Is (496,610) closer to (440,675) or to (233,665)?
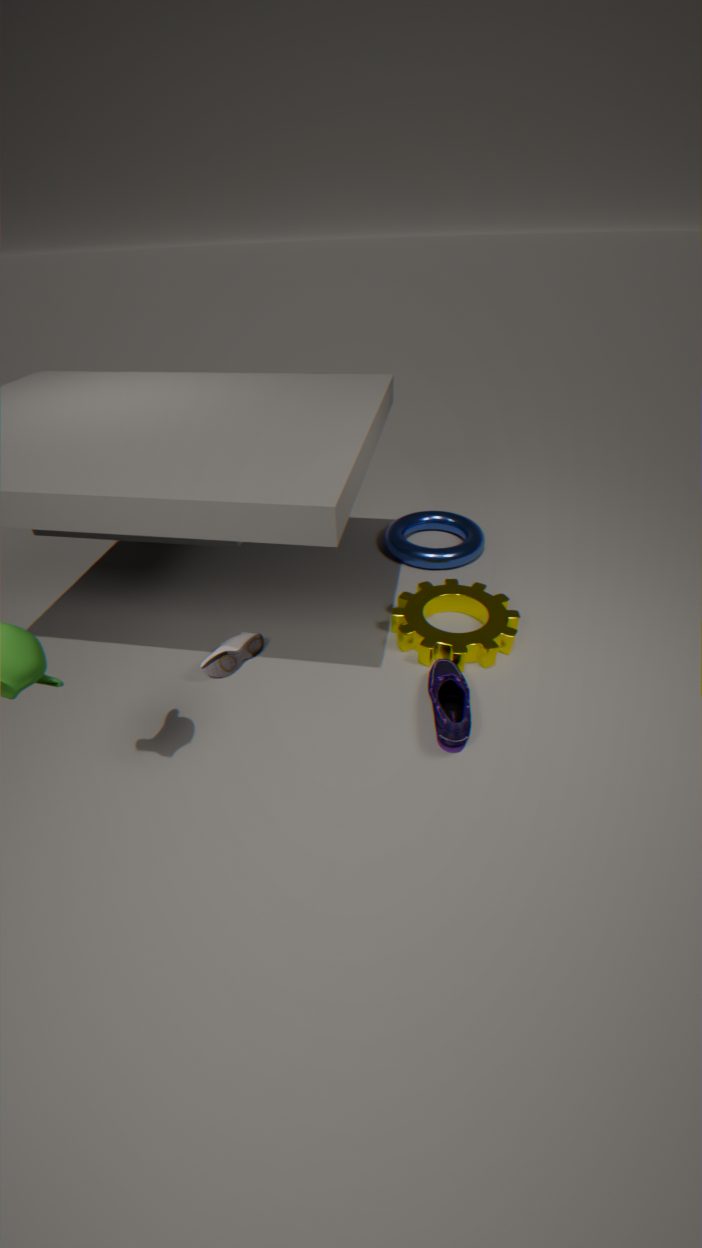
(440,675)
